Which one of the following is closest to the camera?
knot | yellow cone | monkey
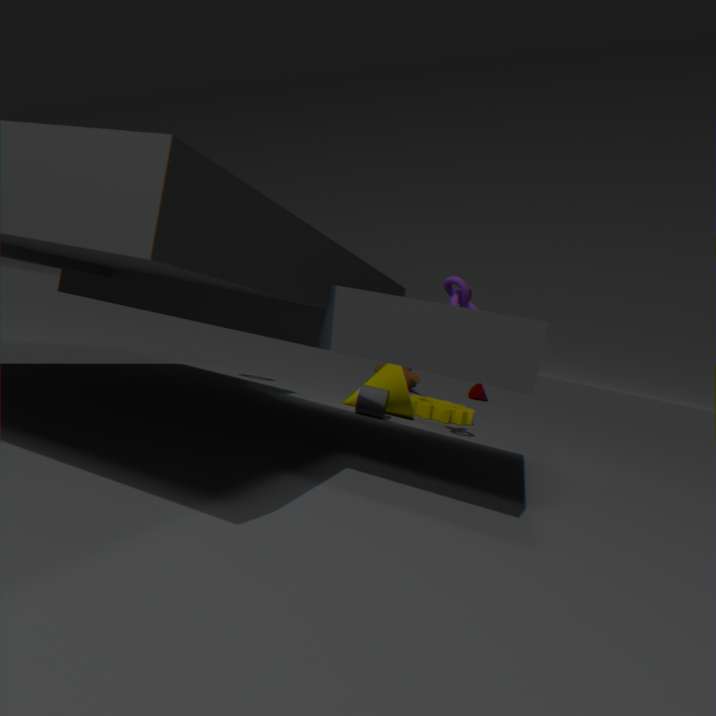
knot
